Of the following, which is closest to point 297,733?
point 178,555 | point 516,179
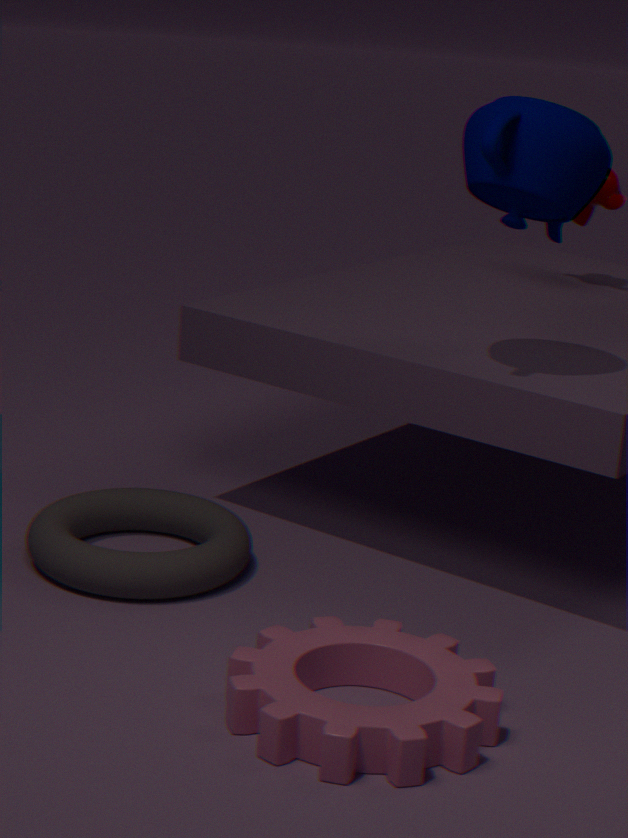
point 178,555
